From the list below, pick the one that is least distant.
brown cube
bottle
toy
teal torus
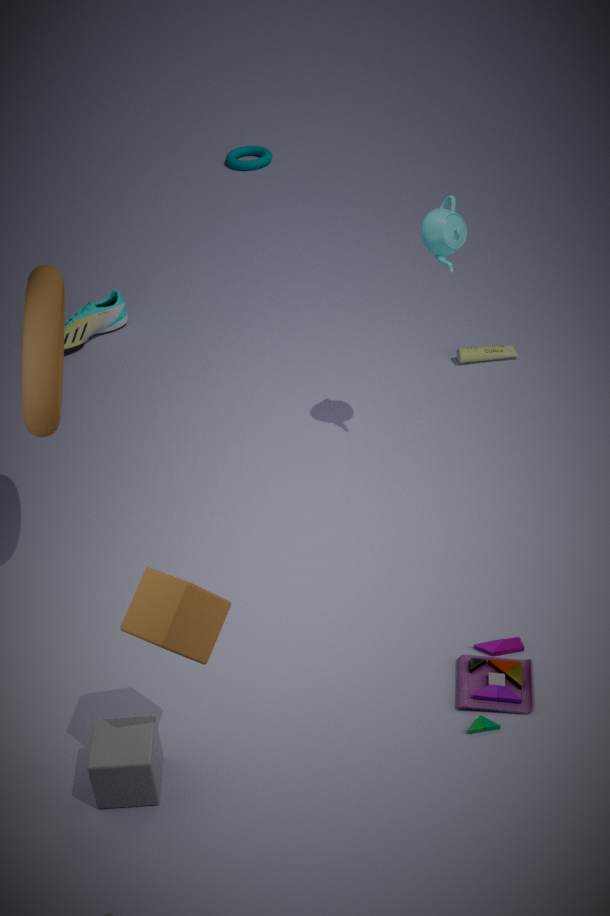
brown cube
